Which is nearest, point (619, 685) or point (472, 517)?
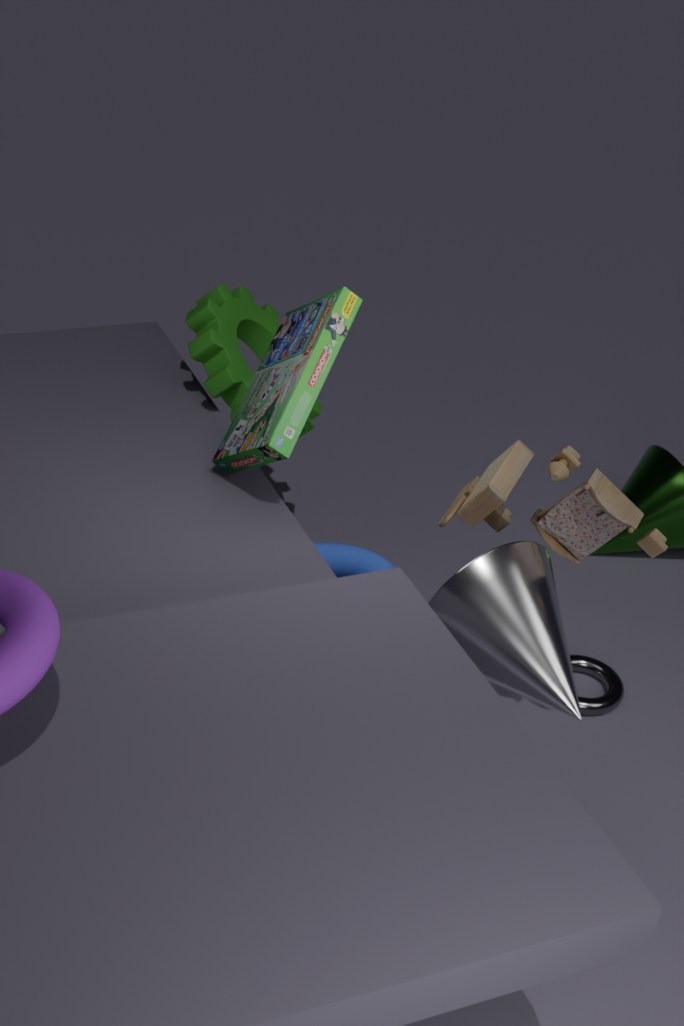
point (472, 517)
